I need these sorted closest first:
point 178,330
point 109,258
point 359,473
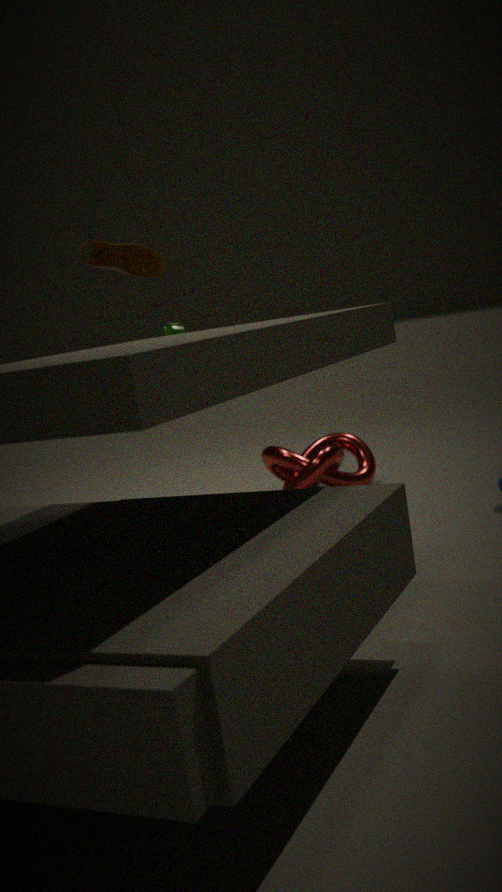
point 109,258
point 178,330
point 359,473
